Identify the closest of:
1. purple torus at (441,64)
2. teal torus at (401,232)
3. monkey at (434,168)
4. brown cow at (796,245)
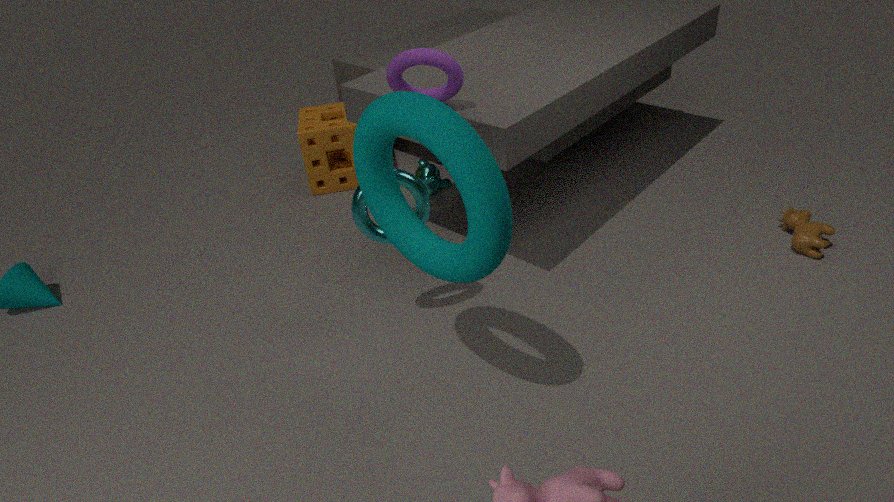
teal torus at (401,232)
